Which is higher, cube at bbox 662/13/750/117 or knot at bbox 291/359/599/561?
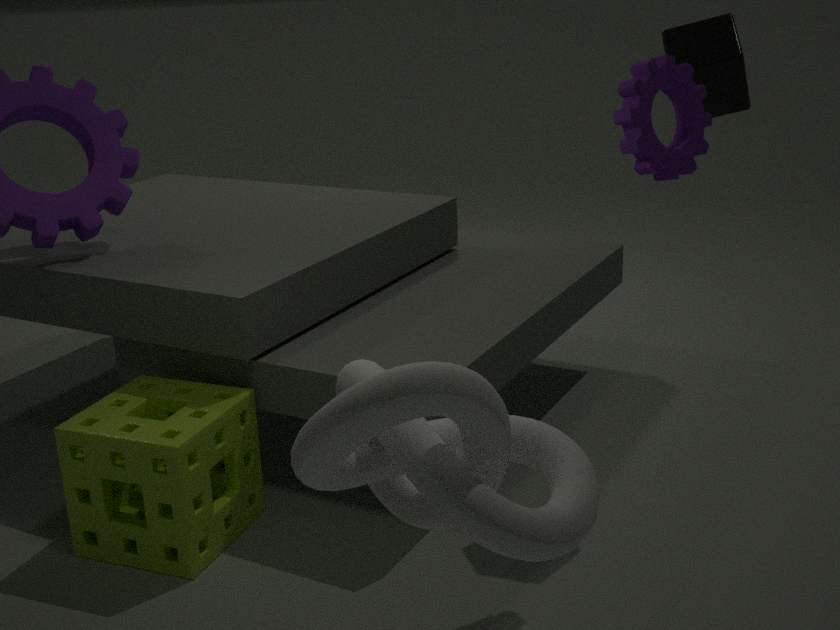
cube at bbox 662/13/750/117
